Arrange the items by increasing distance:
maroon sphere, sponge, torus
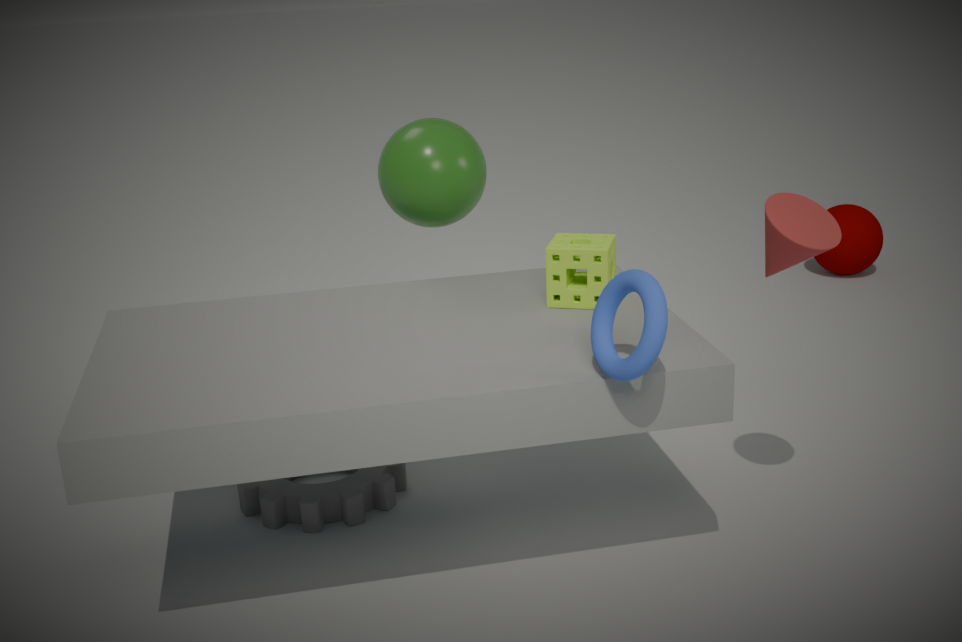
torus, sponge, maroon sphere
